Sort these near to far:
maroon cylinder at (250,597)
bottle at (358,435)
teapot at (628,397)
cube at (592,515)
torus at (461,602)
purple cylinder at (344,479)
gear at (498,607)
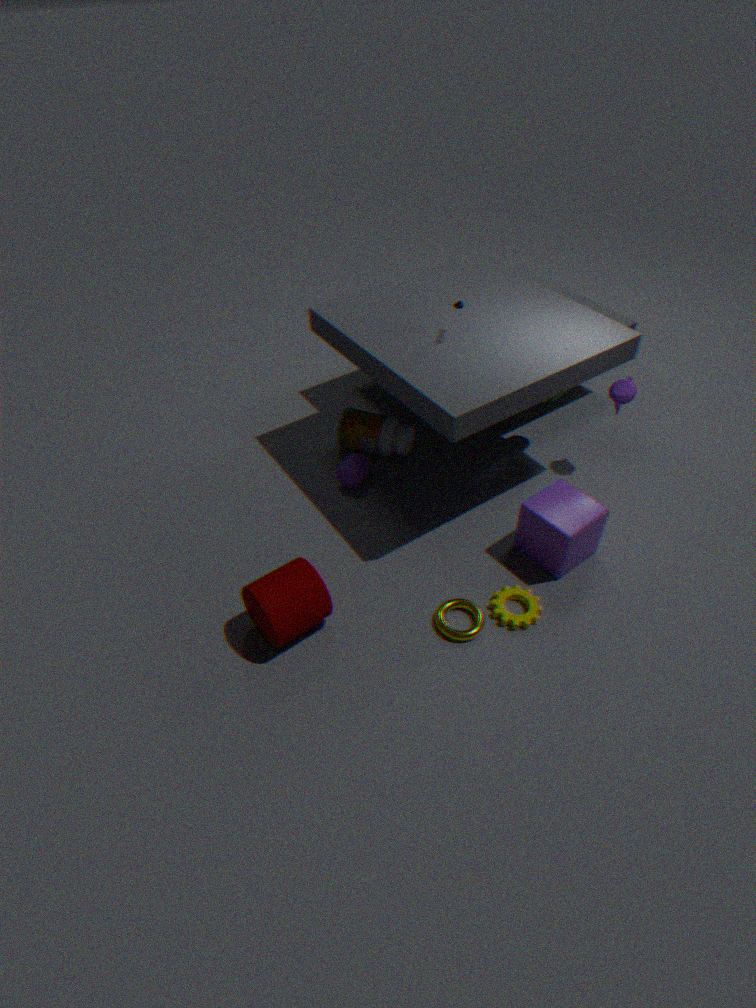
maroon cylinder at (250,597)
torus at (461,602)
gear at (498,607)
cube at (592,515)
teapot at (628,397)
purple cylinder at (344,479)
bottle at (358,435)
